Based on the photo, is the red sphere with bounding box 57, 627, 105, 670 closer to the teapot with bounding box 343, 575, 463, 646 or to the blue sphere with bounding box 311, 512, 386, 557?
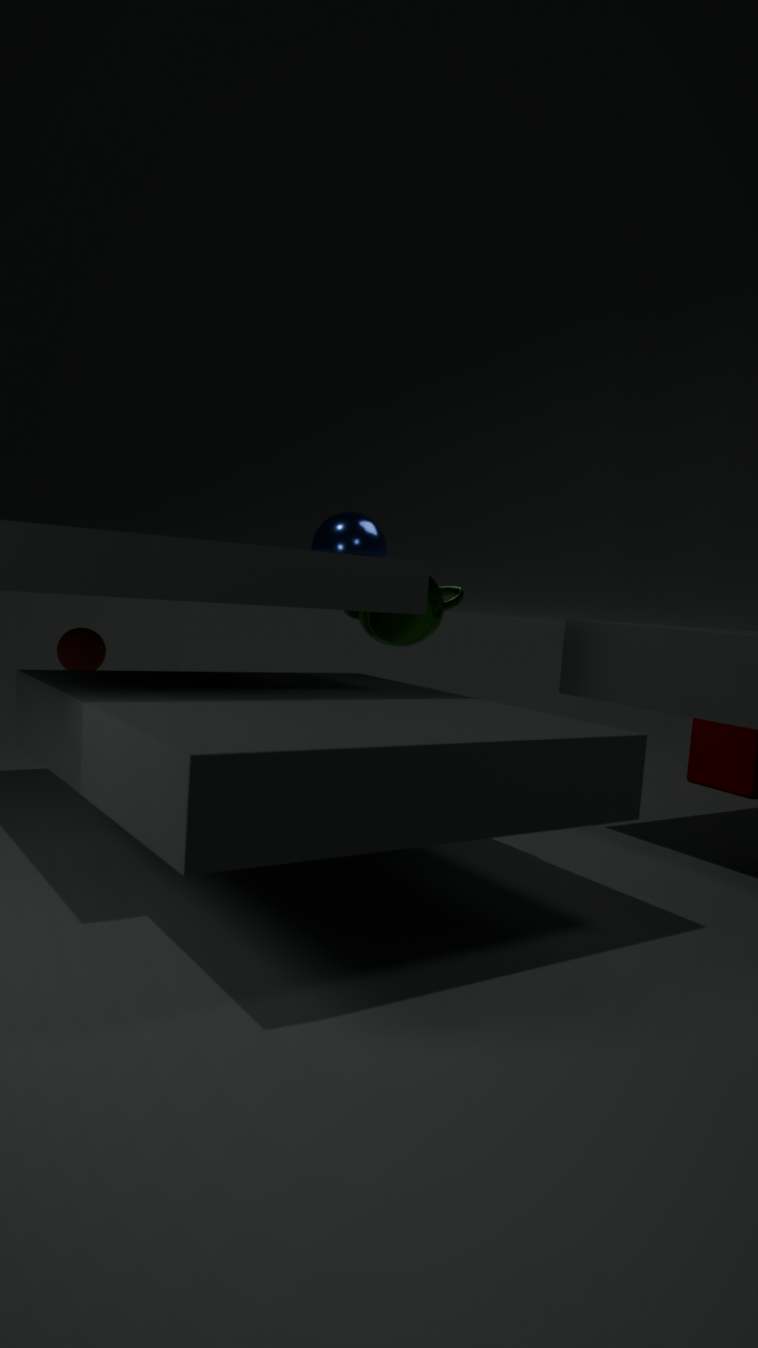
the teapot with bounding box 343, 575, 463, 646
